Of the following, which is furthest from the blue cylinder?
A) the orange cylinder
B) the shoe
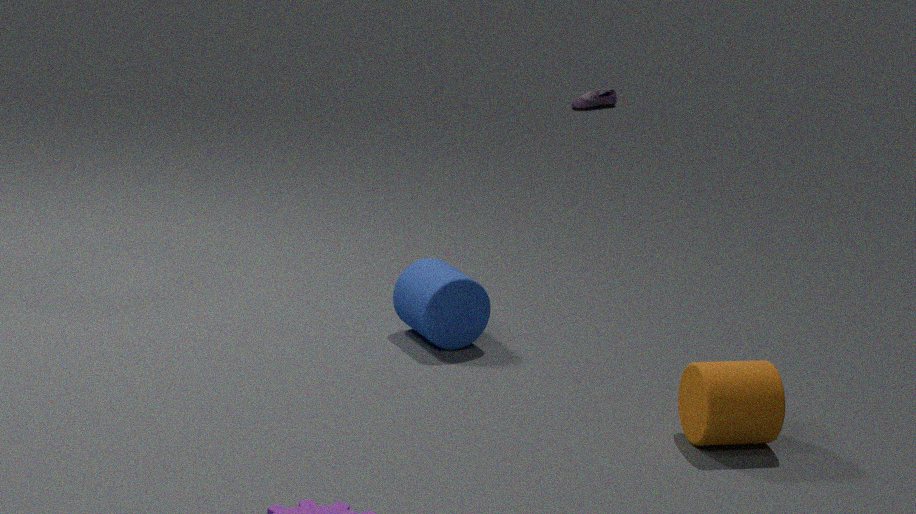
the shoe
